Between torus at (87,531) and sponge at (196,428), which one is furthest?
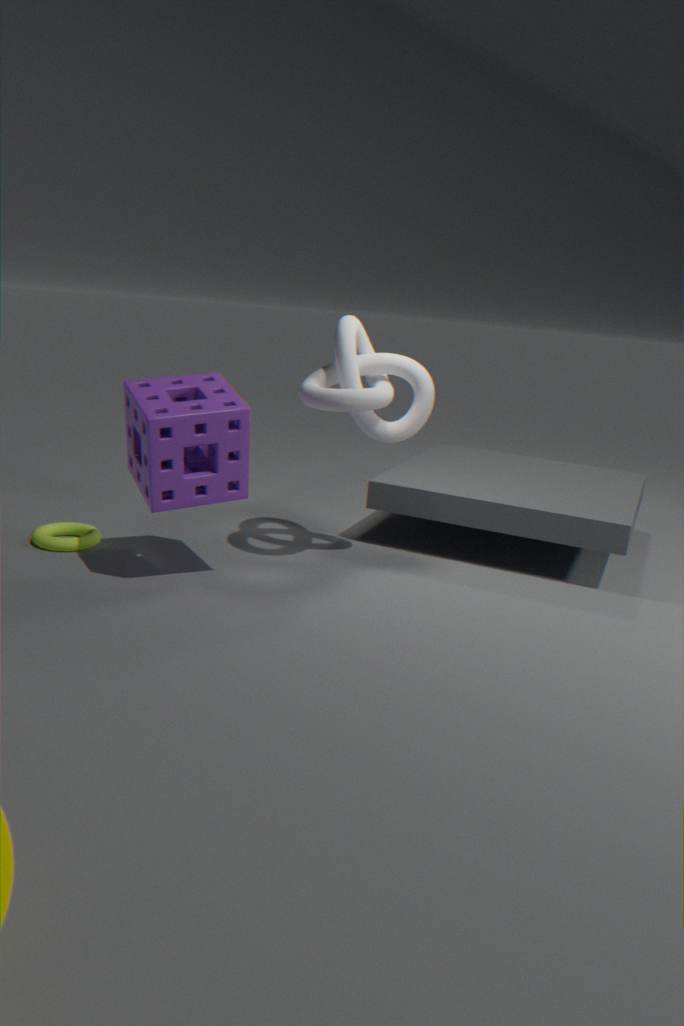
torus at (87,531)
